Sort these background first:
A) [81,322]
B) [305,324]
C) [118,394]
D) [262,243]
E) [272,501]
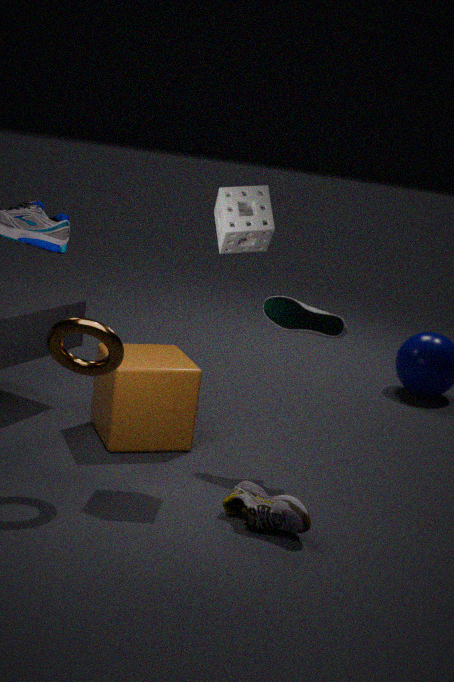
1. [118,394]
2. [305,324]
3. [262,243]
4. [272,501]
5. [81,322]
